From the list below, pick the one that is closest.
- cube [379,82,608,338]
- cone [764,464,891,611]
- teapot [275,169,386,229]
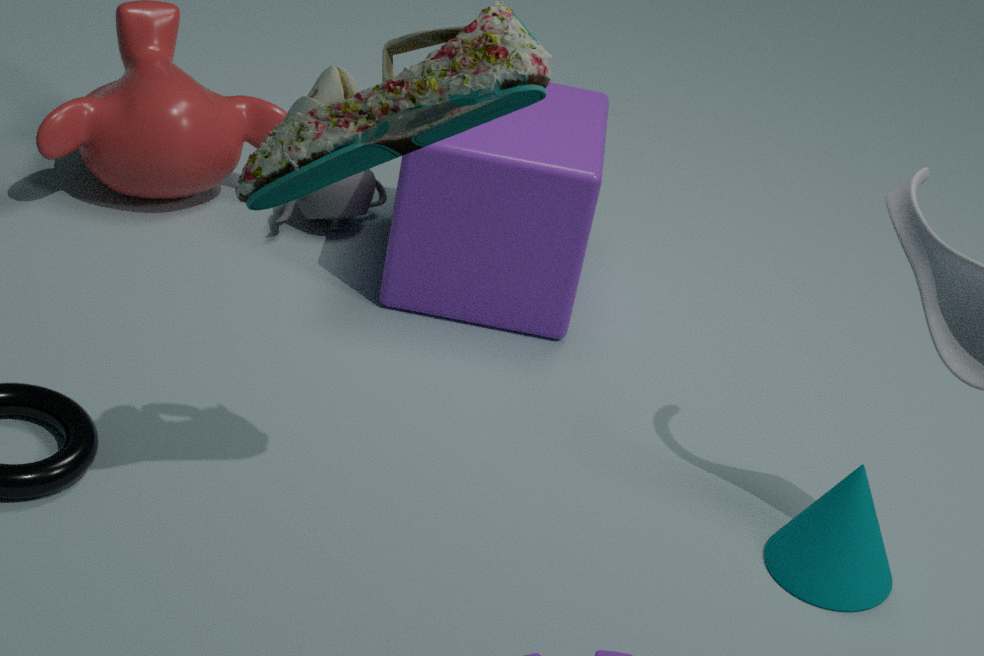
cone [764,464,891,611]
